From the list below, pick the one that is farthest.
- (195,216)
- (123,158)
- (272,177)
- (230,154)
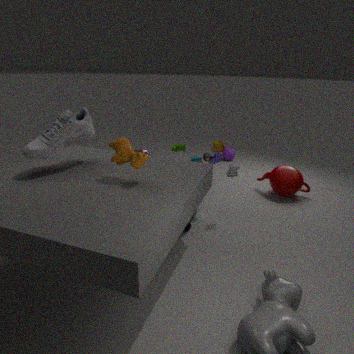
(230,154)
